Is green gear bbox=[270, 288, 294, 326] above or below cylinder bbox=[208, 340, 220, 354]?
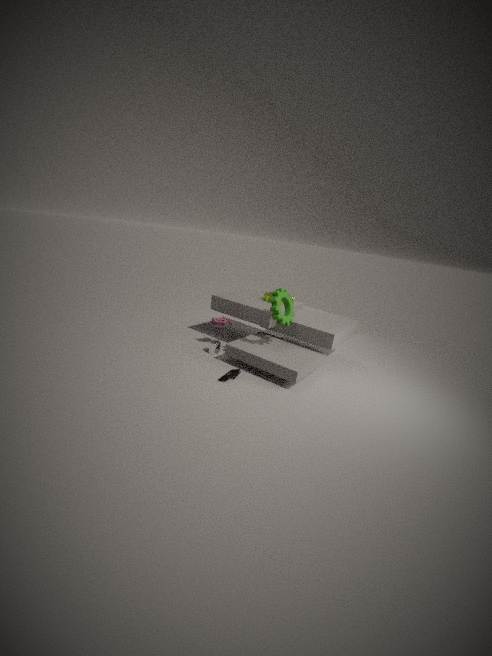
above
